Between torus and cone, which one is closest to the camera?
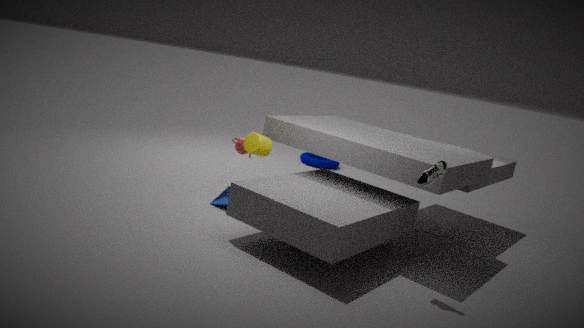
cone
